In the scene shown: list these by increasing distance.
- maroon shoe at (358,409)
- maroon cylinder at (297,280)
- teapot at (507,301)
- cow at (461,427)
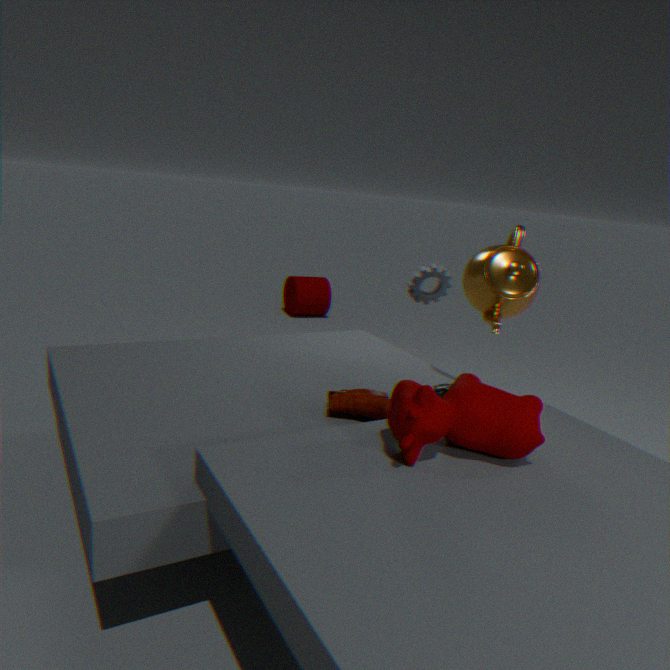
cow at (461,427) → maroon shoe at (358,409) → teapot at (507,301) → maroon cylinder at (297,280)
